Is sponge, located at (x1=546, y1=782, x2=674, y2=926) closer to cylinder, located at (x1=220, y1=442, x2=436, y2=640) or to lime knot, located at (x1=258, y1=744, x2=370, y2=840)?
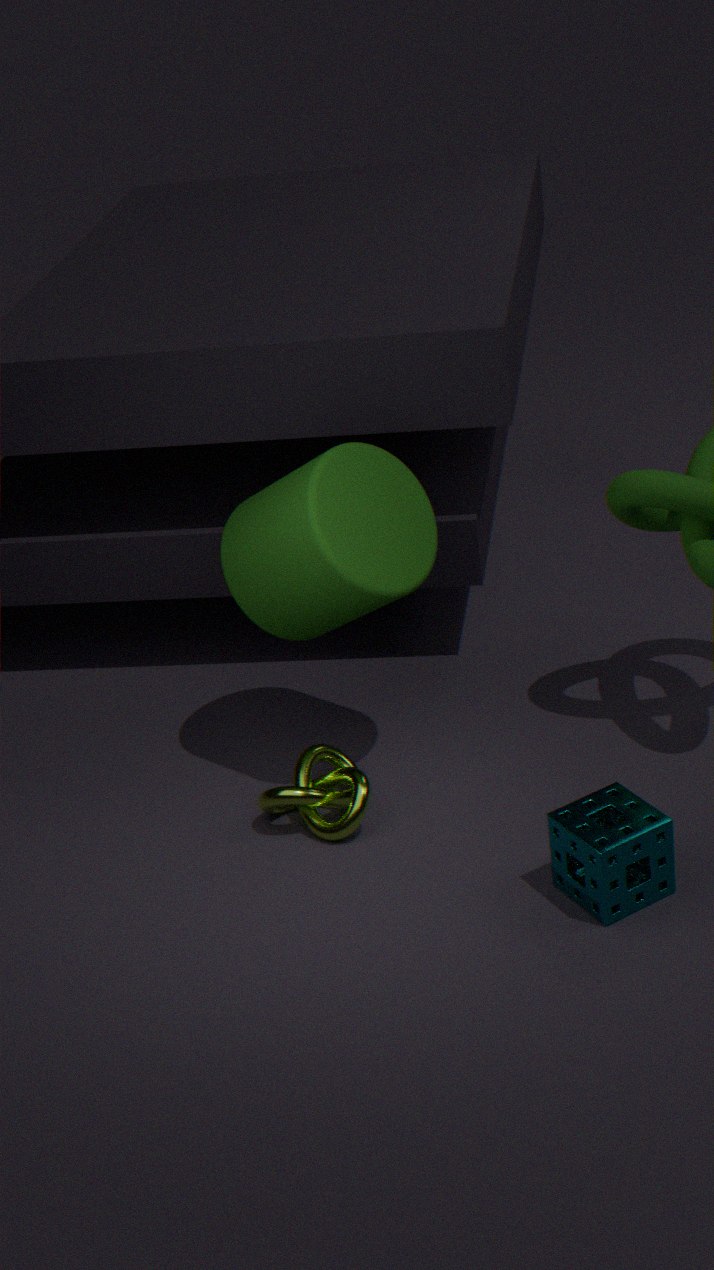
lime knot, located at (x1=258, y1=744, x2=370, y2=840)
